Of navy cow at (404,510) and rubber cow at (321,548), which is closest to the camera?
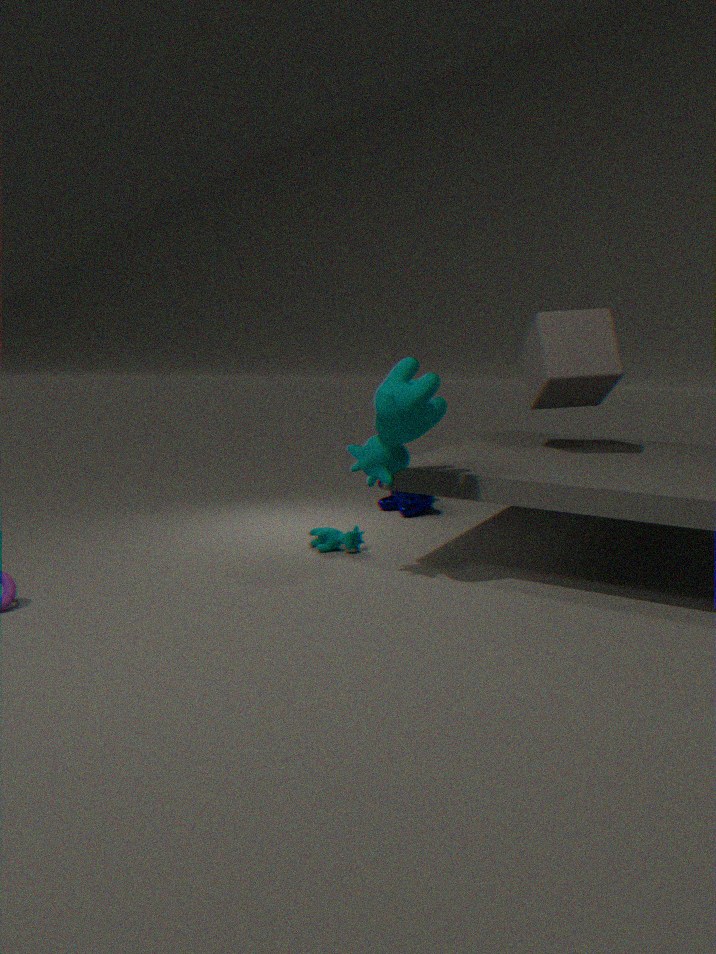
rubber cow at (321,548)
